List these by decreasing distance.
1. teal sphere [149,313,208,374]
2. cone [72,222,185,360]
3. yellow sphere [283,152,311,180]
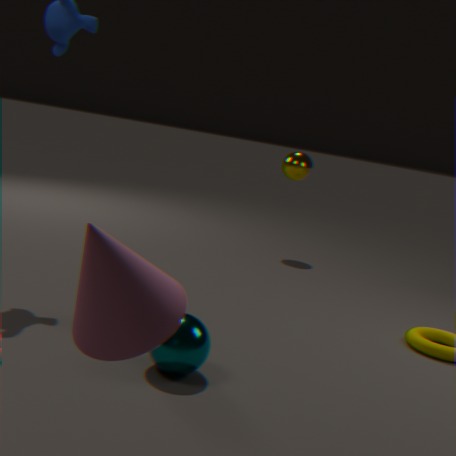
yellow sphere [283,152,311,180], teal sphere [149,313,208,374], cone [72,222,185,360]
